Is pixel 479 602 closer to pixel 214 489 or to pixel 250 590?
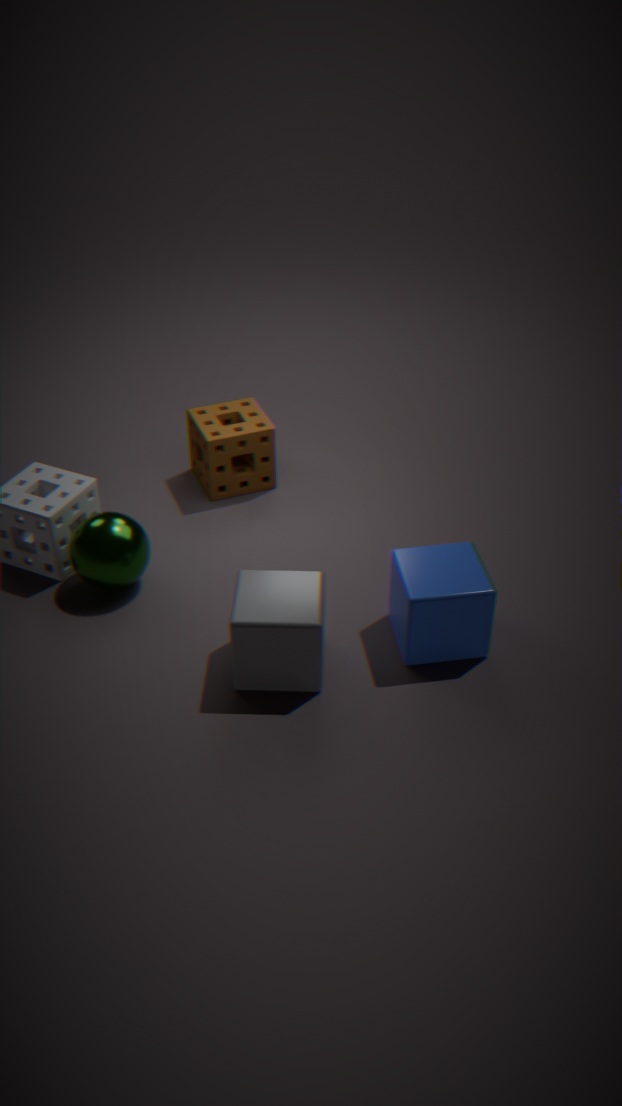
pixel 250 590
